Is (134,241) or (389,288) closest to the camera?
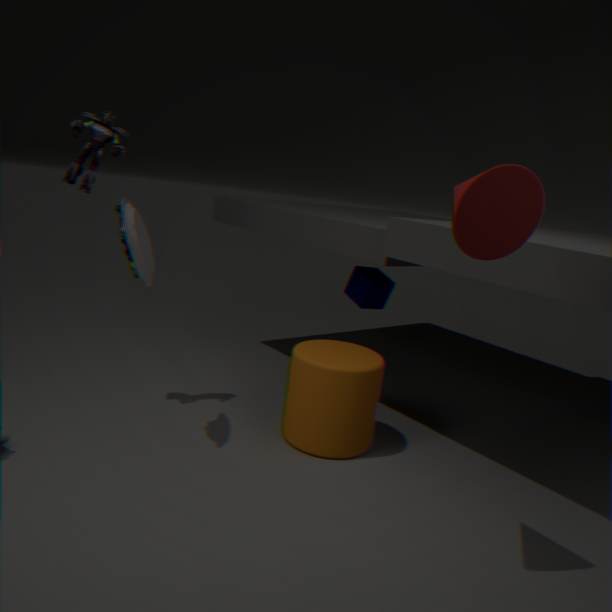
(134,241)
